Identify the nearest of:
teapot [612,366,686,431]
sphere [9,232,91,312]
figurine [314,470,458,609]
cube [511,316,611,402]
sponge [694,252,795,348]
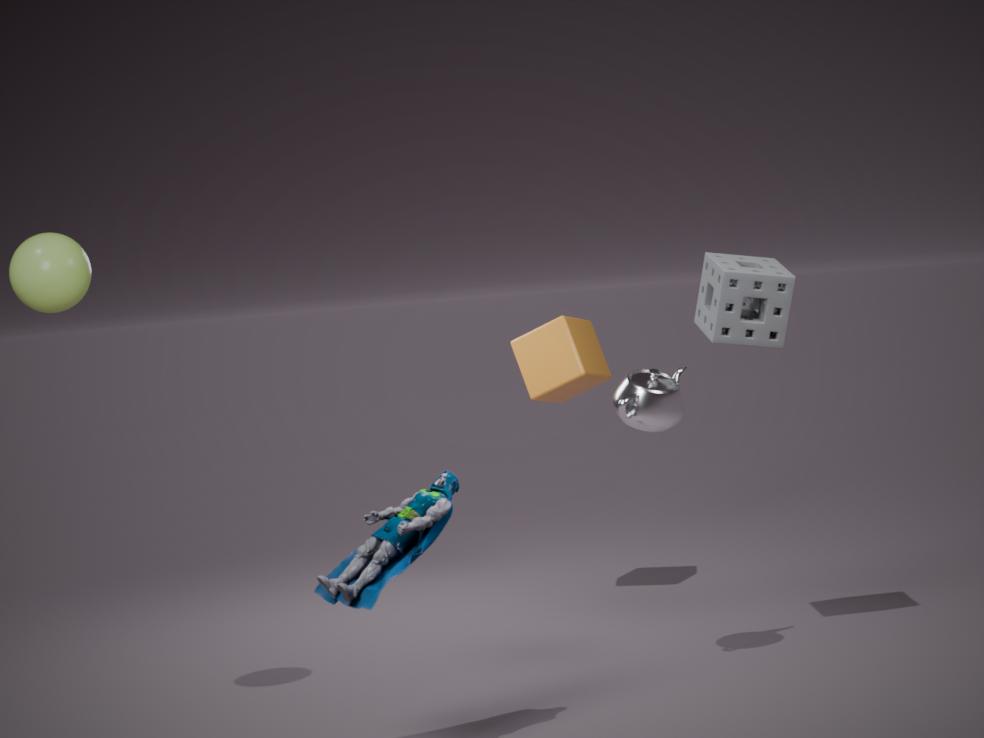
figurine [314,470,458,609]
